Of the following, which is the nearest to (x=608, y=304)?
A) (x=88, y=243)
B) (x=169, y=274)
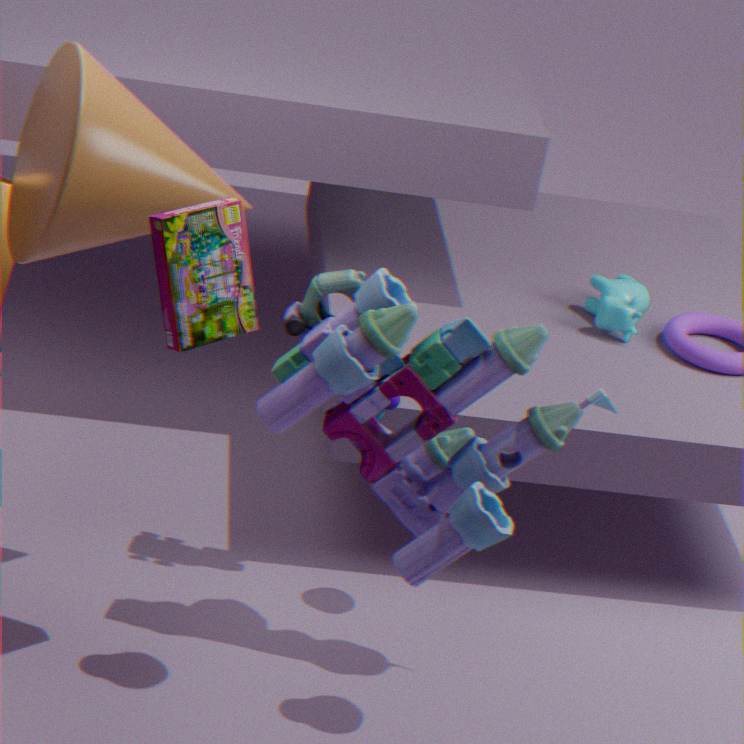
(x=169, y=274)
